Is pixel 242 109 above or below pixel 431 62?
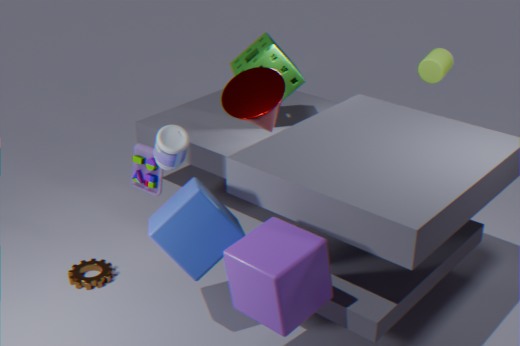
below
